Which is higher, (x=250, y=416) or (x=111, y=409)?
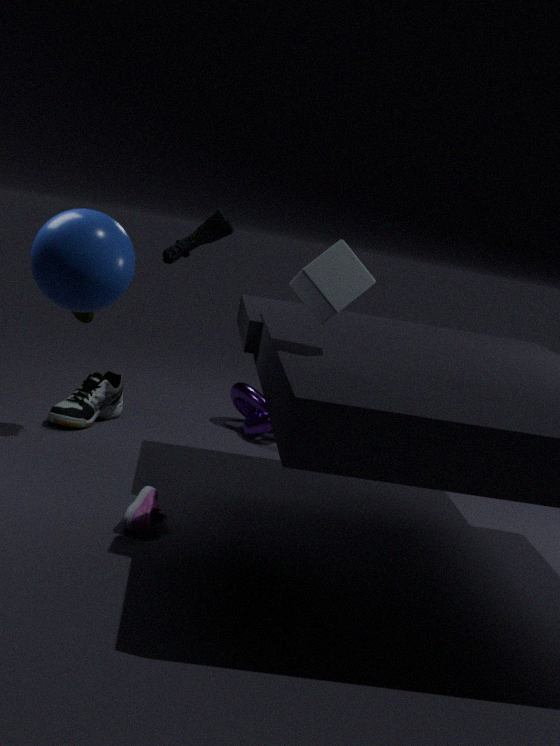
(x=250, y=416)
